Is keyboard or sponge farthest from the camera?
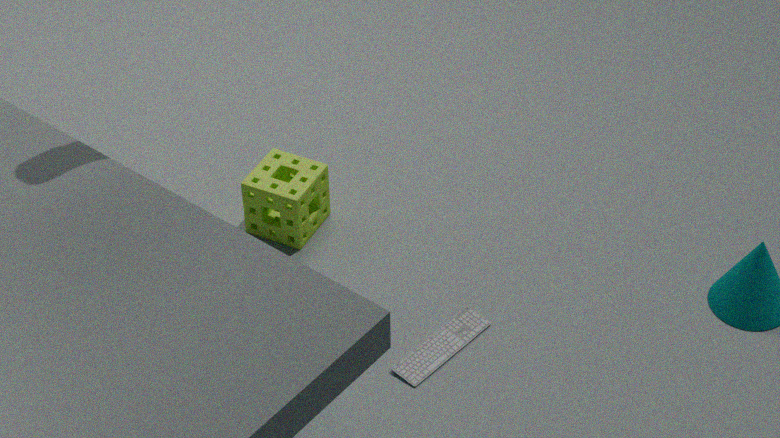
sponge
